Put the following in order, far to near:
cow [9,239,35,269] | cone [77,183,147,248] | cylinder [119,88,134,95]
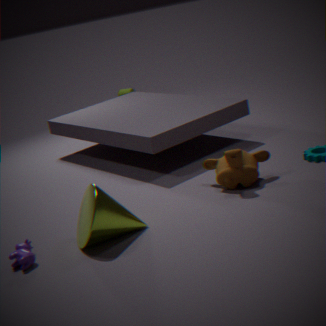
cylinder [119,88,134,95] → cow [9,239,35,269] → cone [77,183,147,248]
